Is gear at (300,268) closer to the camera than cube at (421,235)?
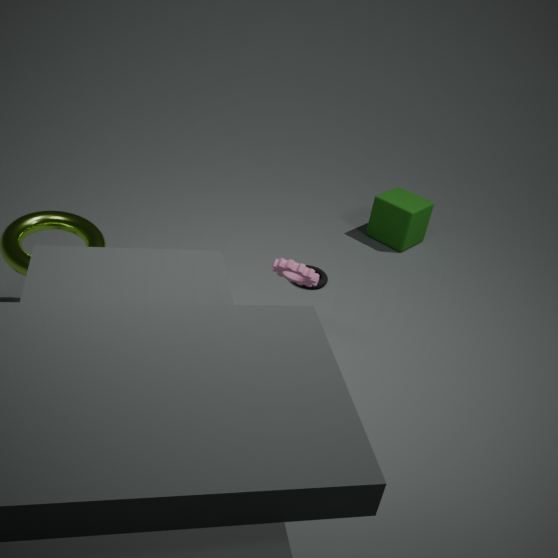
Yes
